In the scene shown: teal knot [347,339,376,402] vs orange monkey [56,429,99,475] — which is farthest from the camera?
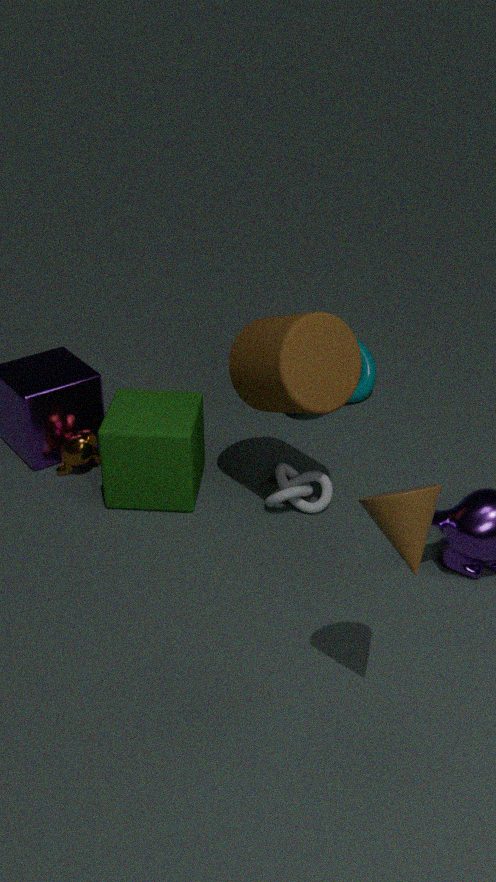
teal knot [347,339,376,402]
